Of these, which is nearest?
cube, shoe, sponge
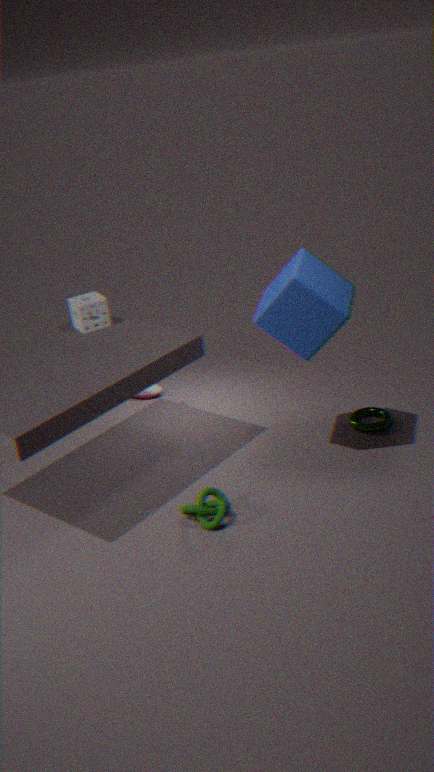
cube
